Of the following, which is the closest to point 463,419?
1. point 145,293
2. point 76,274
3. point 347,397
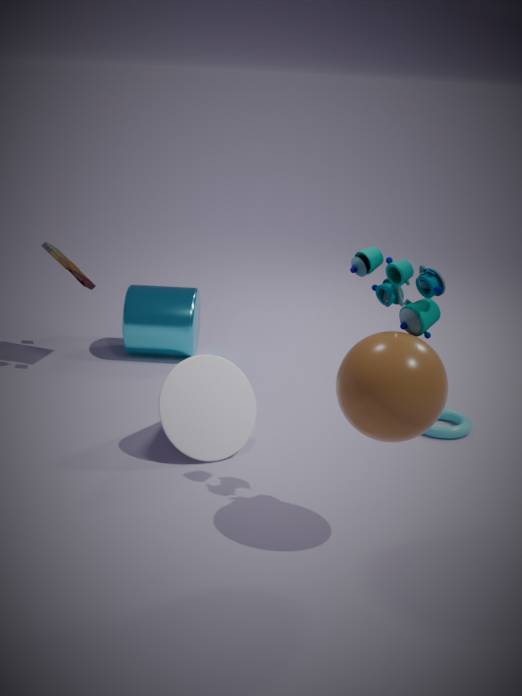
point 347,397
